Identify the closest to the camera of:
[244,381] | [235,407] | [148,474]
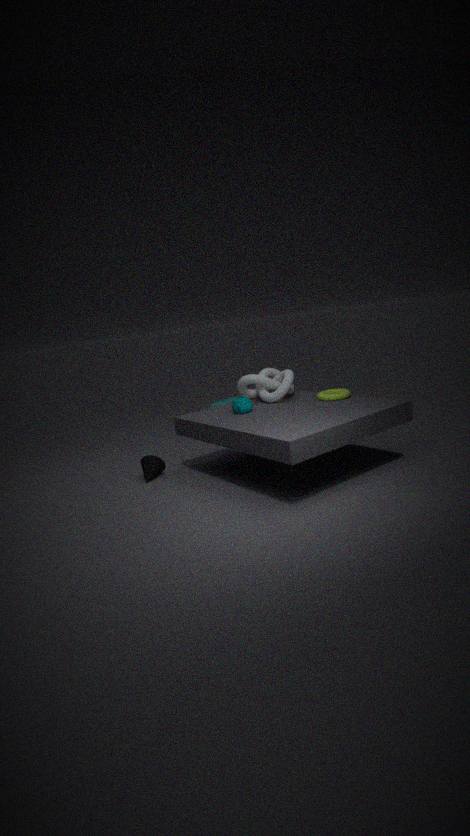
[235,407]
